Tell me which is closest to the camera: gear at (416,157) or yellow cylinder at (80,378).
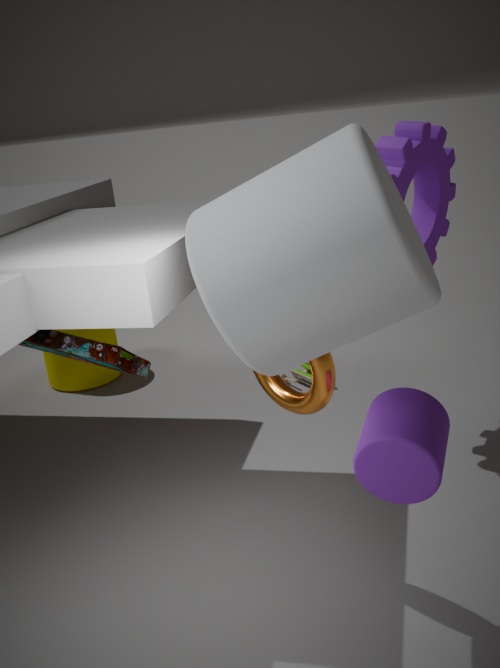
gear at (416,157)
